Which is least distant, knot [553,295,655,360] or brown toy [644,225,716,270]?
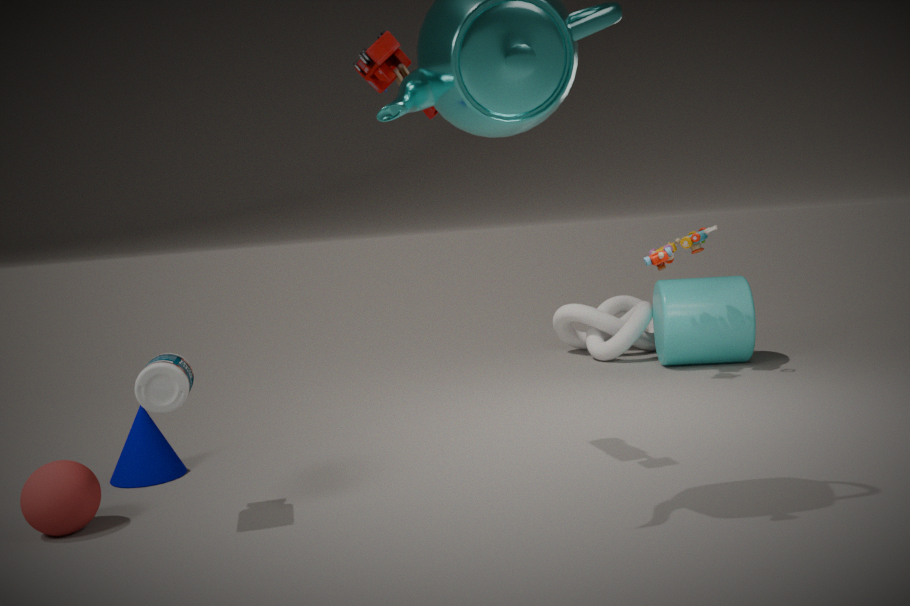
brown toy [644,225,716,270]
